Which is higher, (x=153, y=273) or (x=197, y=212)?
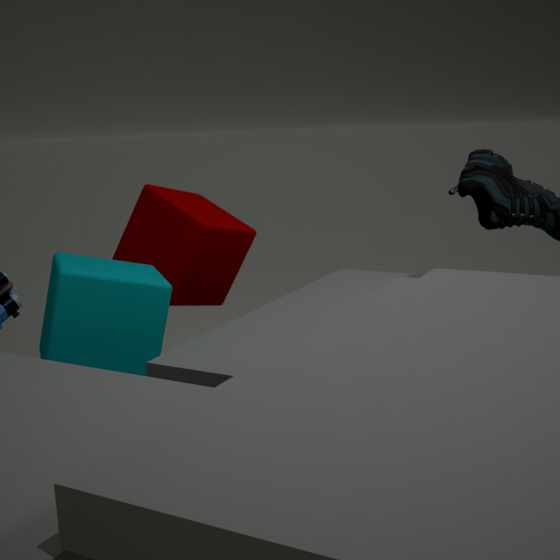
(x=197, y=212)
